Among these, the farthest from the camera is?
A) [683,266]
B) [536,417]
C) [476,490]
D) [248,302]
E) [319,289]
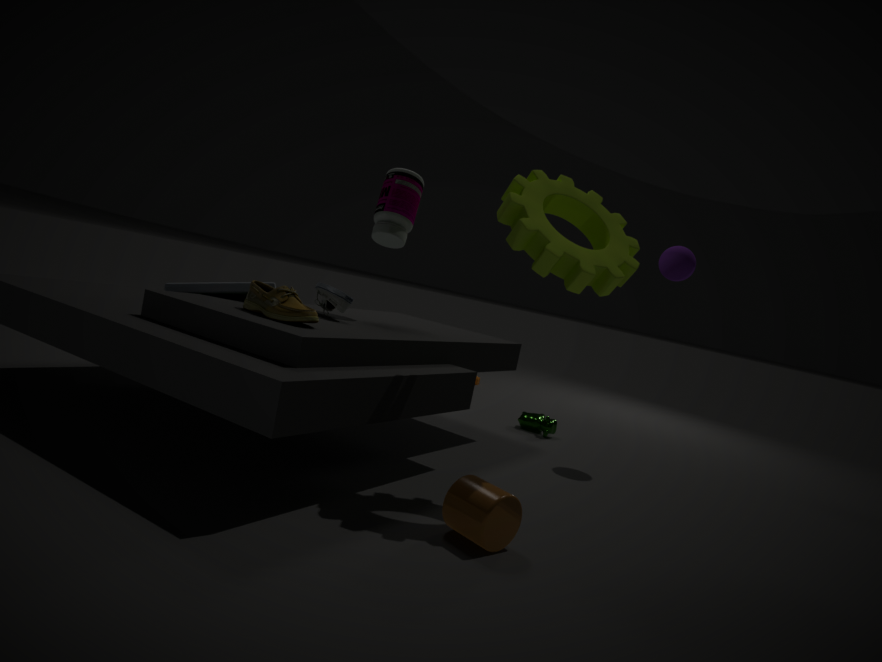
[536,417]
